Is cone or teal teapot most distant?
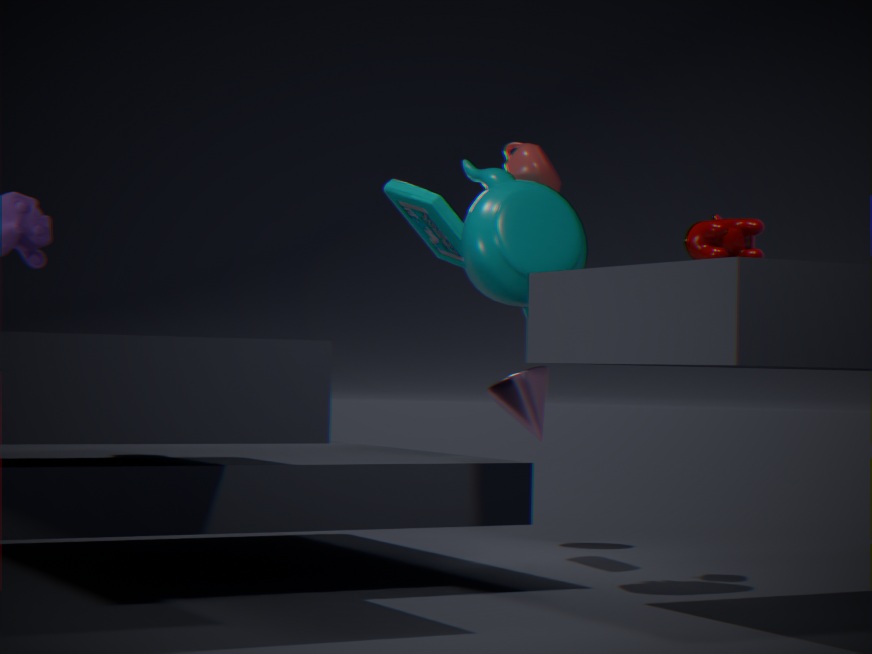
cone
